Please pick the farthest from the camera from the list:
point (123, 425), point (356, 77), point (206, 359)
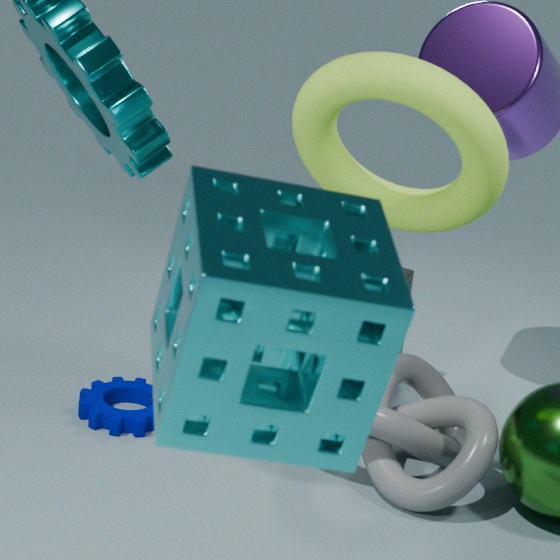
point (123, 425)
